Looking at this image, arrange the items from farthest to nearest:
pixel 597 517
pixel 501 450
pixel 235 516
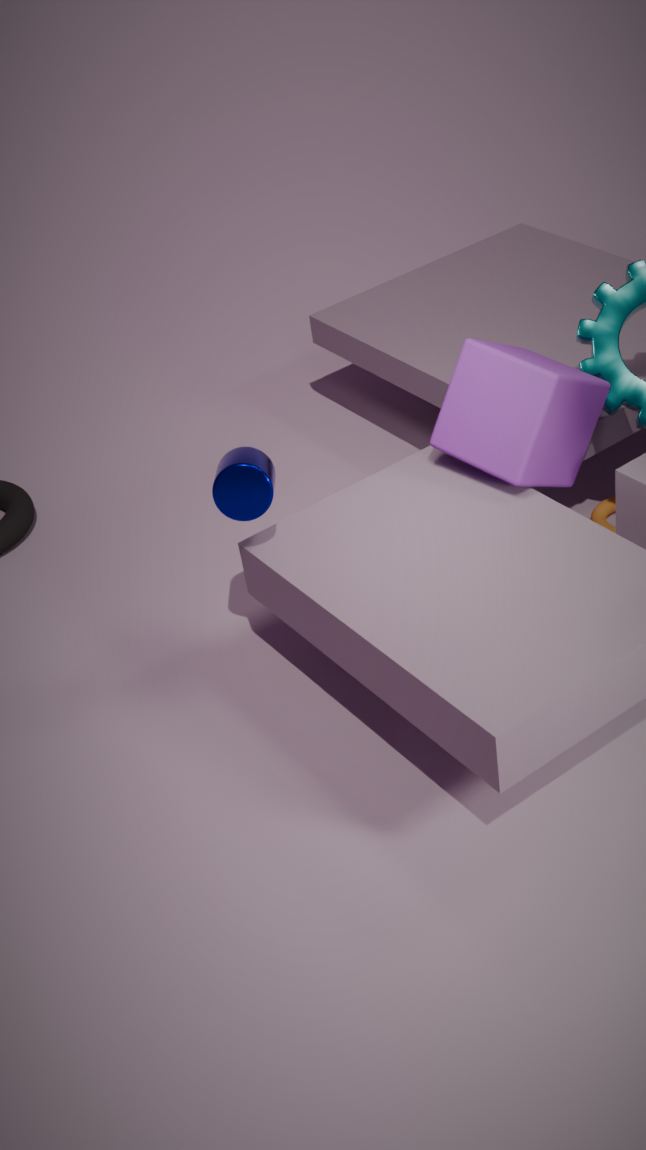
pixel 597 517 → pixel 501 450 → pixel 235 516
